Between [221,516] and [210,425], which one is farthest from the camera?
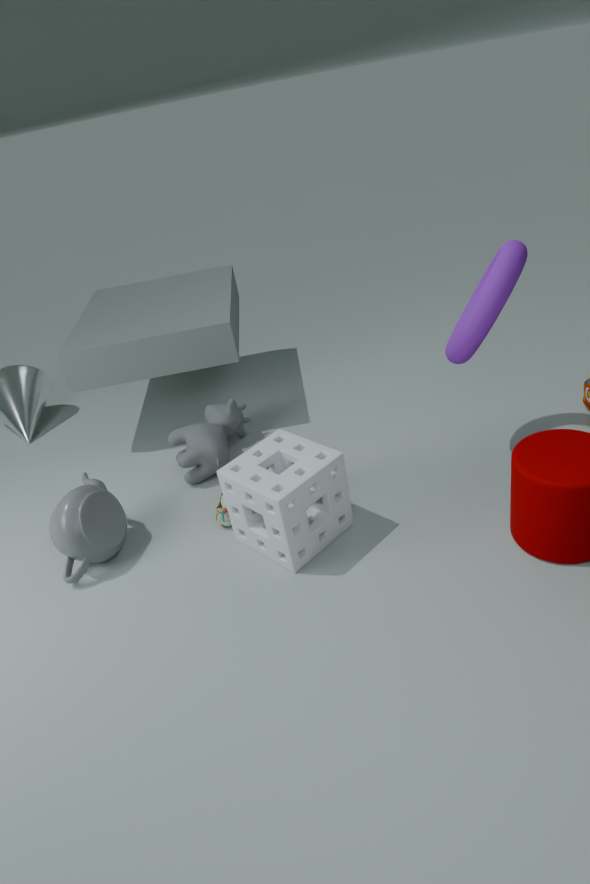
[210,425]
